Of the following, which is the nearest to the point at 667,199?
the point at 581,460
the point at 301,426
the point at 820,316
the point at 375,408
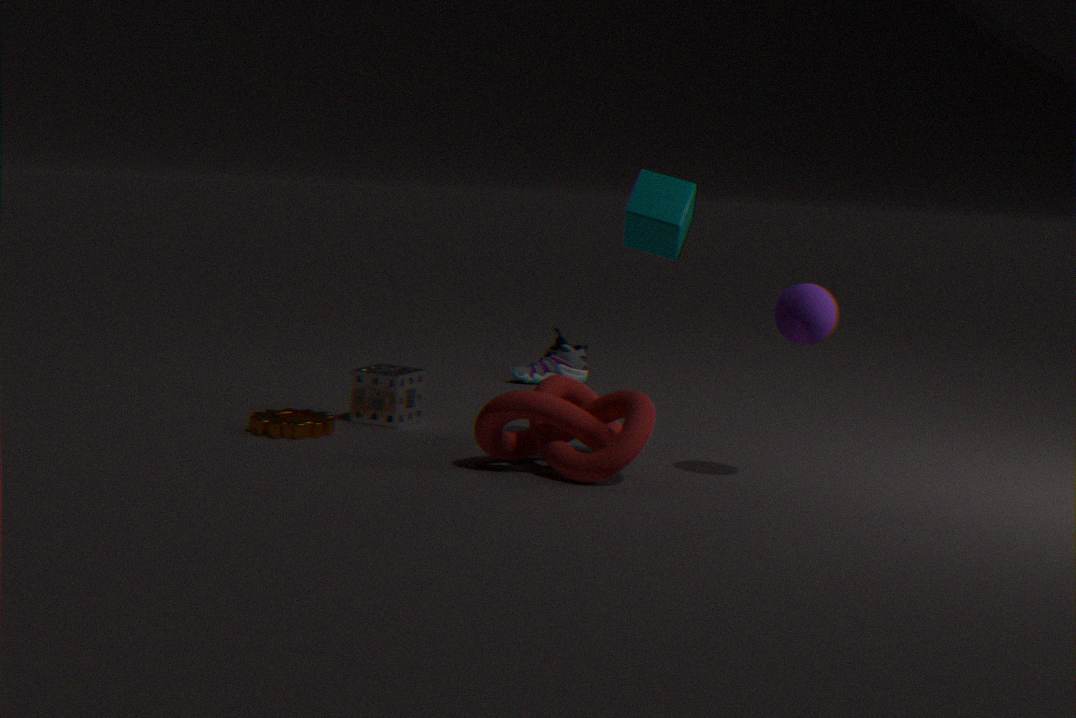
the point at 820,316
